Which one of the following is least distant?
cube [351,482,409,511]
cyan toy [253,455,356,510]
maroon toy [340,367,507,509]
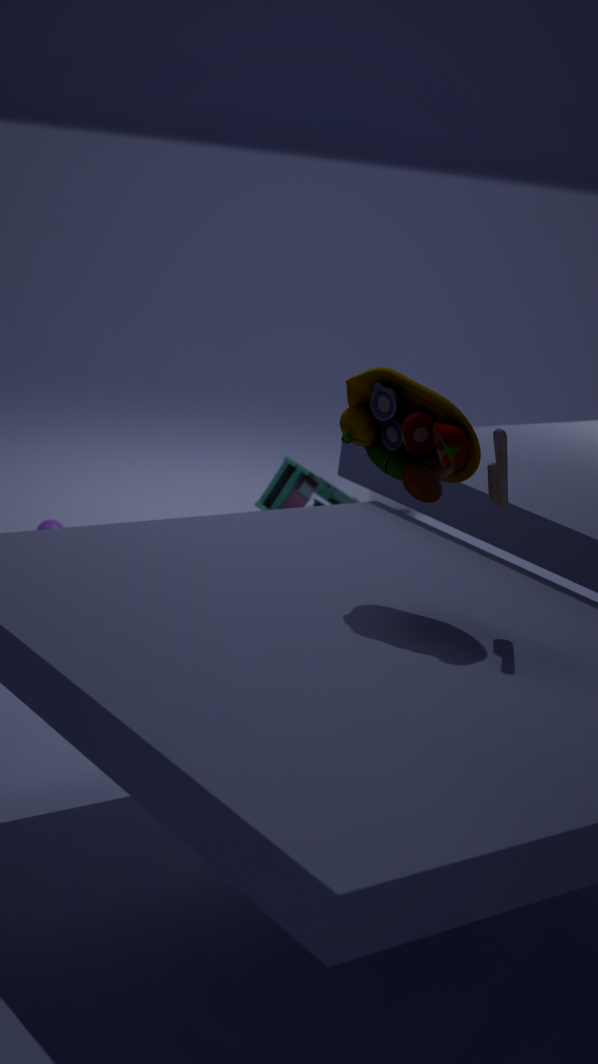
maroon toy [340,367,507,509]
